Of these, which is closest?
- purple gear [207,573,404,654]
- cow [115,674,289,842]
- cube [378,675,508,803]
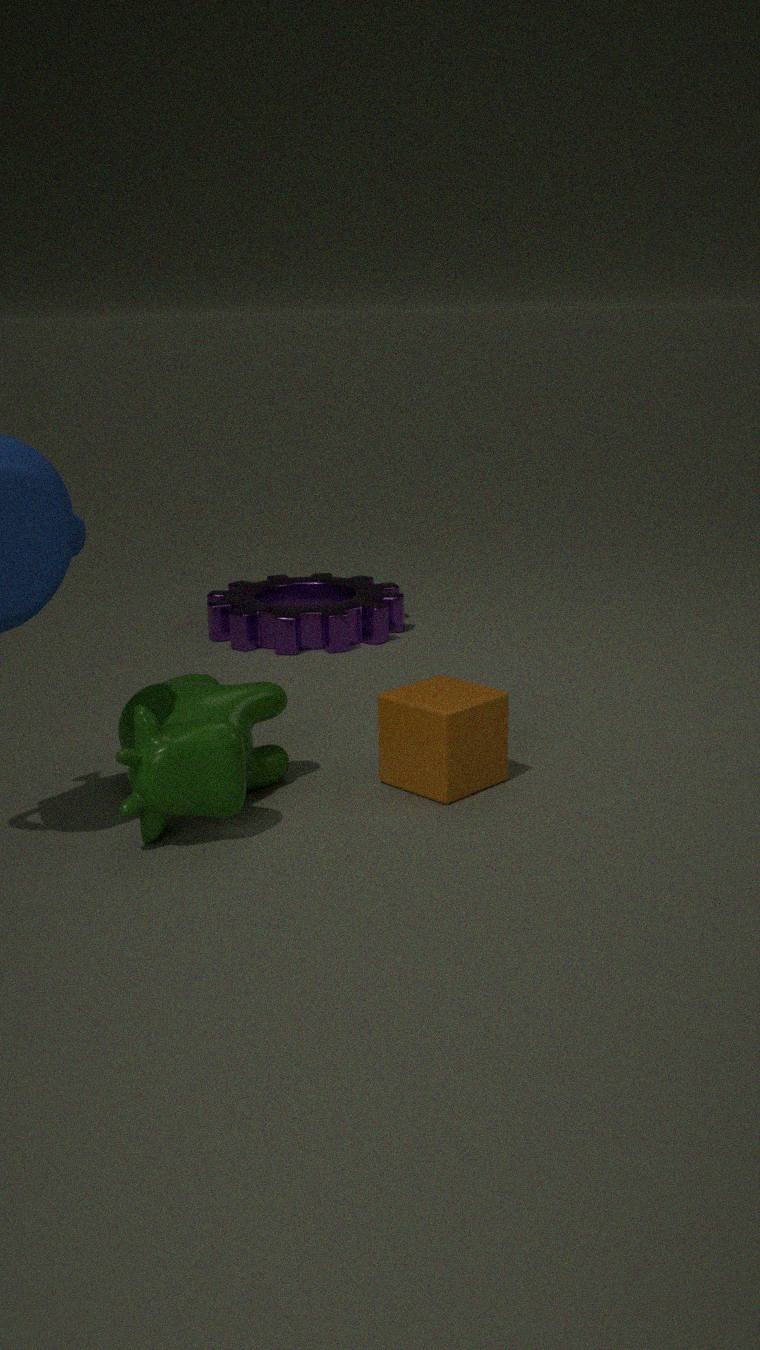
cow [115,674,289,842]
